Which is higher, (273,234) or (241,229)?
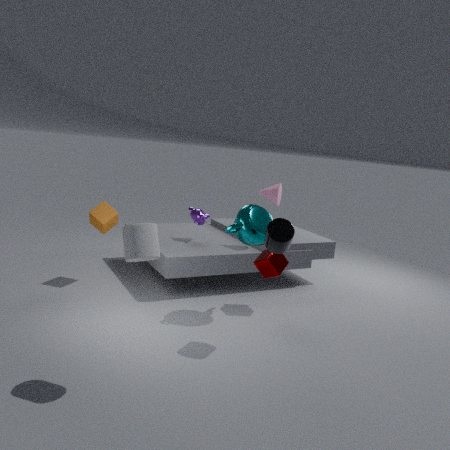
(273,234)
